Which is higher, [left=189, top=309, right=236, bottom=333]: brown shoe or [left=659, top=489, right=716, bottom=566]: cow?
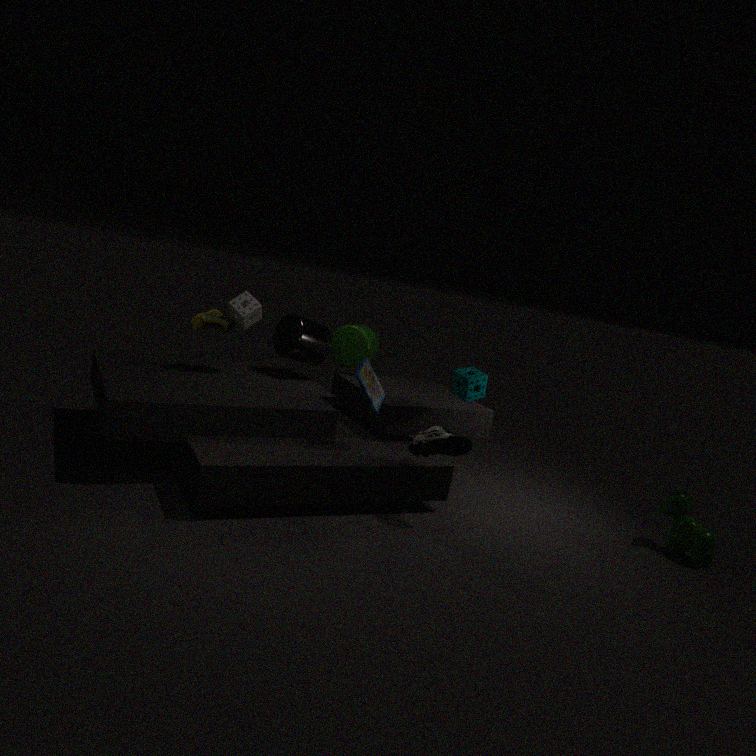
[left=189, top=309, right=236, bottom=333]: brown shoe
